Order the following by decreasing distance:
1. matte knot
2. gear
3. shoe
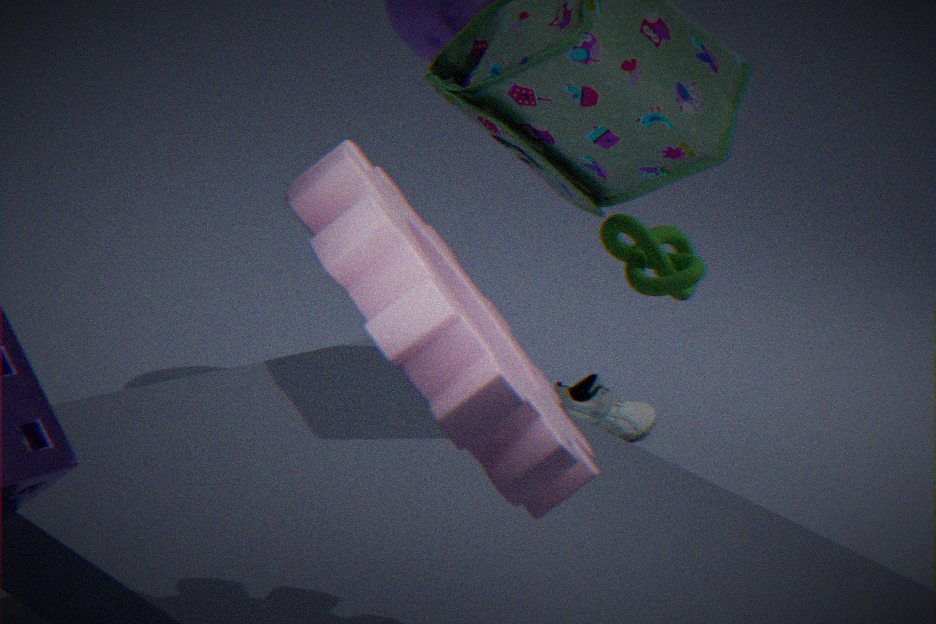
shoe, matte knot, gear
